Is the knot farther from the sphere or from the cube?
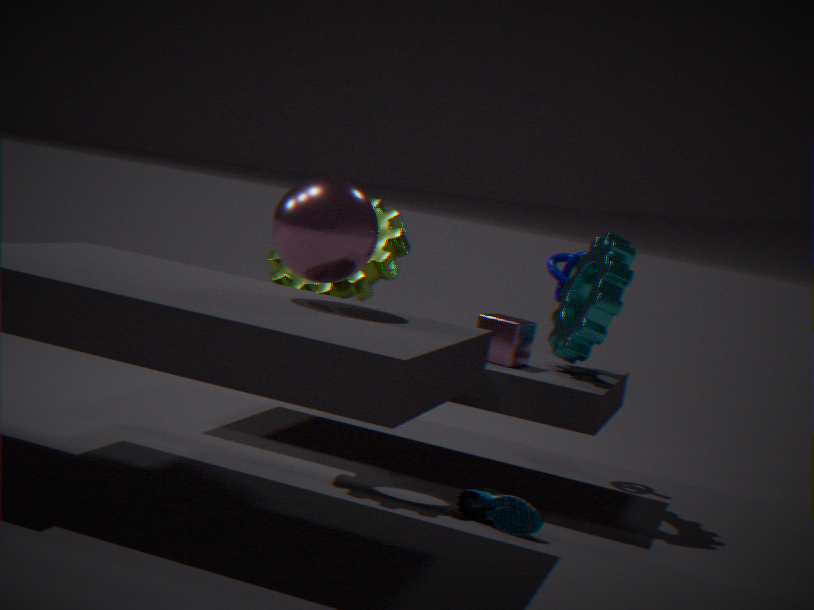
the sphere
